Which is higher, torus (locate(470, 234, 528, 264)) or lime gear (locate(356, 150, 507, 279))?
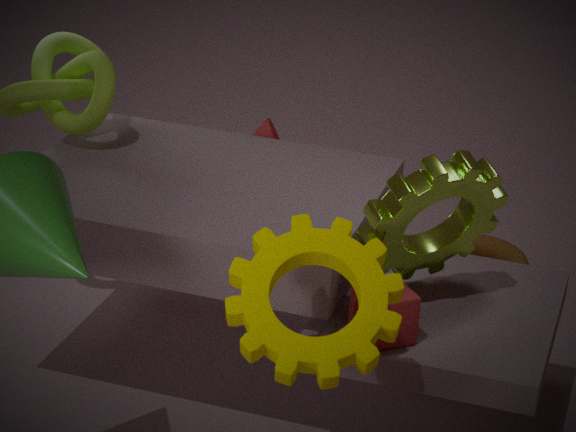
lime gear (locate(356, 150, 507, 279))
